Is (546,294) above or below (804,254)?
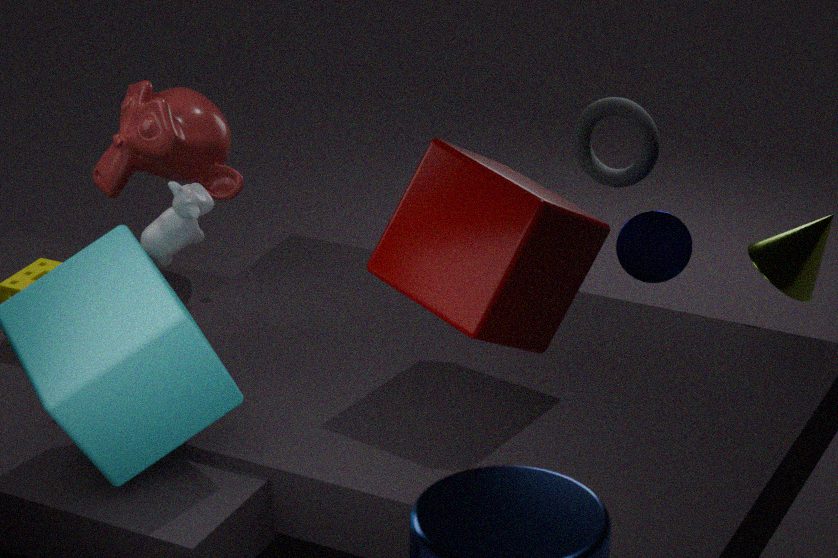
above
